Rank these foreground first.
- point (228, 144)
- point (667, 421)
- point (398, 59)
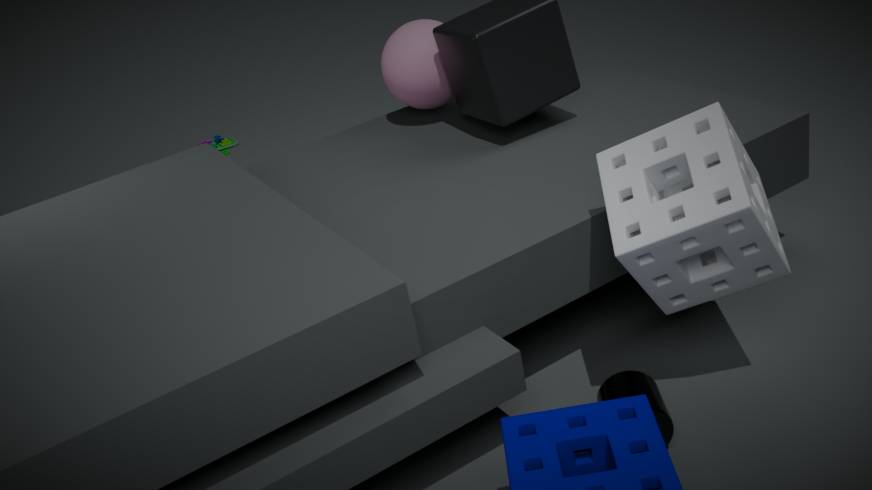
point (667, 421) < point (398, 59) < point (228, 144)
